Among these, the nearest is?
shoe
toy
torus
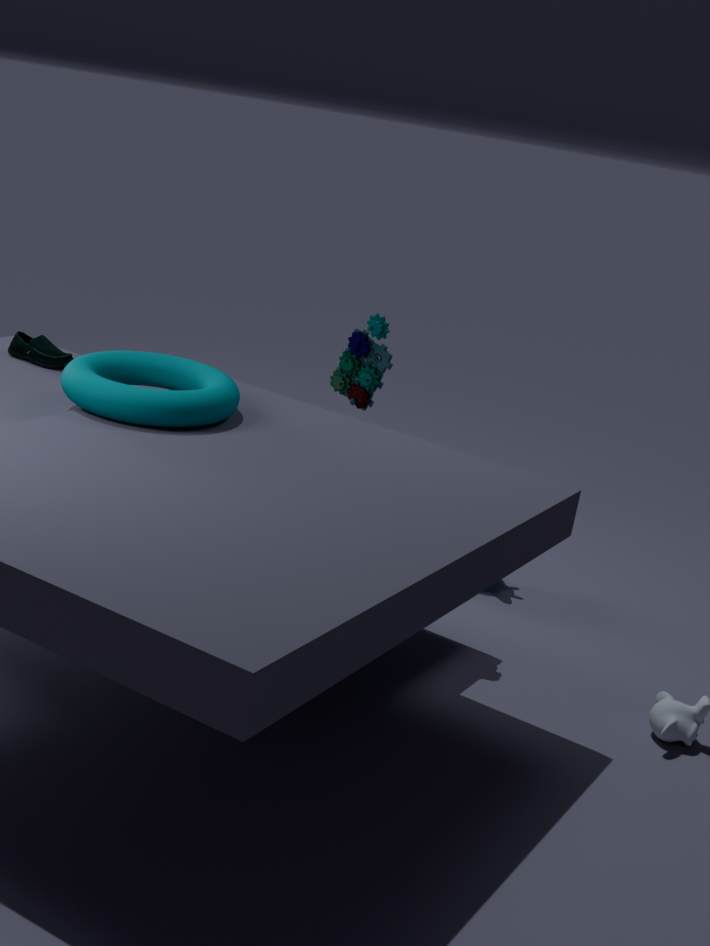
→ torus
